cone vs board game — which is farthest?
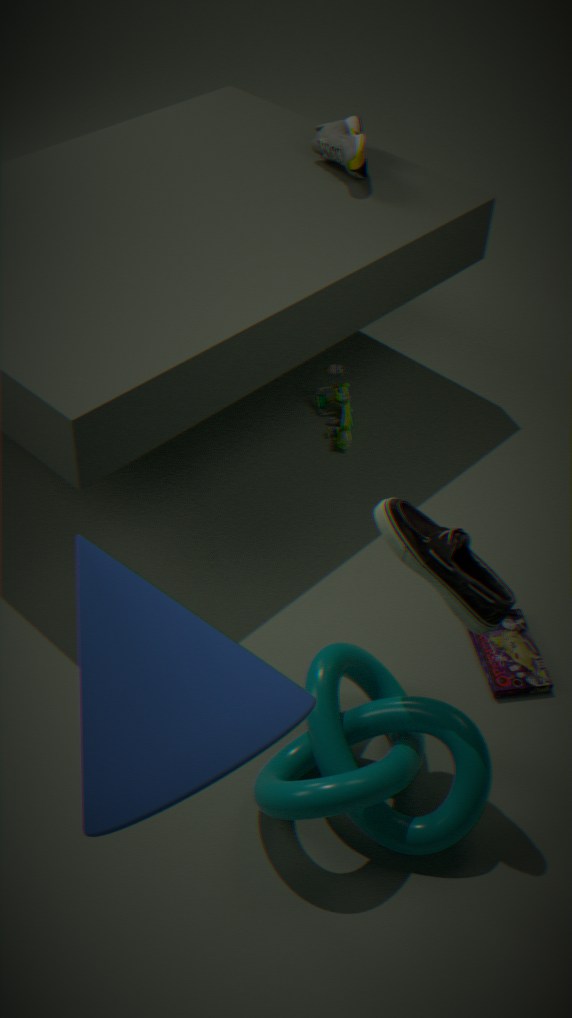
board game
